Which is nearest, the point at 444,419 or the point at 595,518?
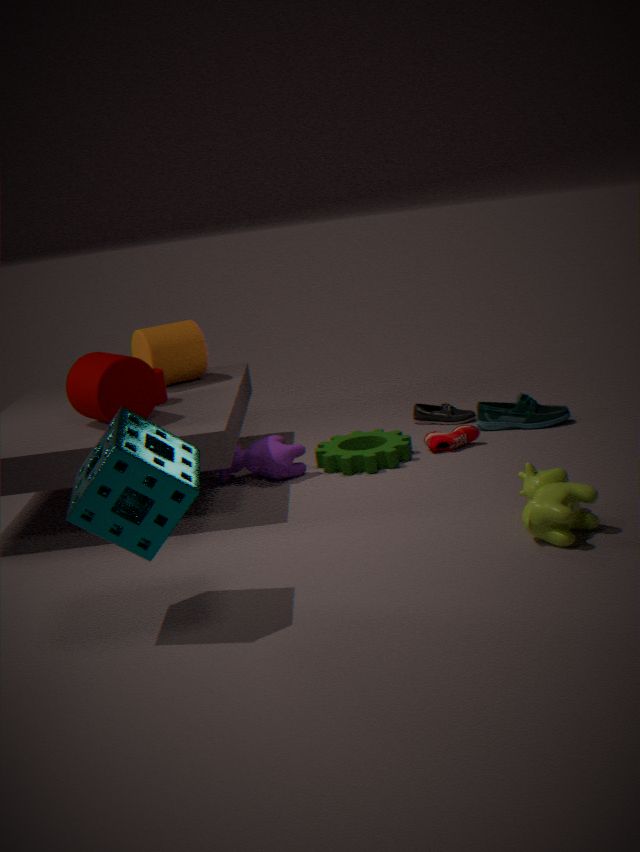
the point at 595,518
